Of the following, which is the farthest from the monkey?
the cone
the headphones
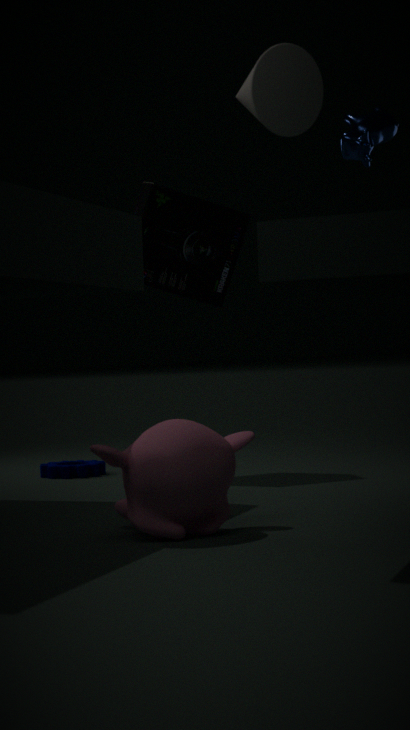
the headphones
